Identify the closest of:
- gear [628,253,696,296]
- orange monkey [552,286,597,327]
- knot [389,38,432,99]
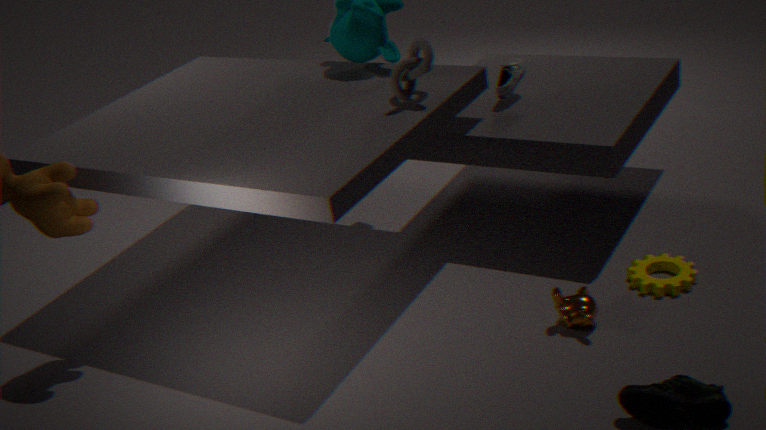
orange monkey [552,286,597,327]
